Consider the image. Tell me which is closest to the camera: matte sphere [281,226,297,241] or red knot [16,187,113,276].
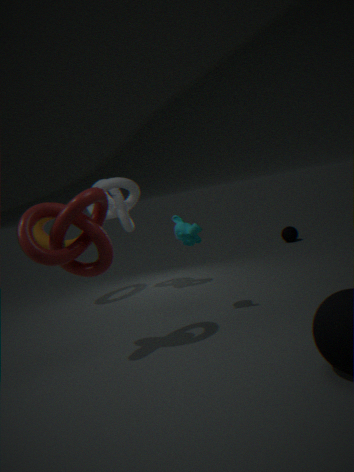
red knot [16,187,113,276]
